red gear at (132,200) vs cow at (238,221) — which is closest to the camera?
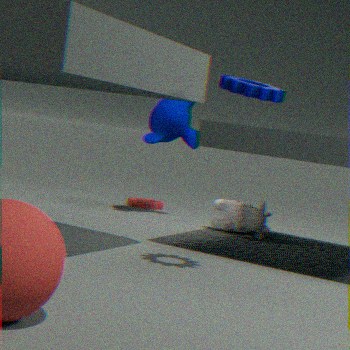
cow at (238,221)
